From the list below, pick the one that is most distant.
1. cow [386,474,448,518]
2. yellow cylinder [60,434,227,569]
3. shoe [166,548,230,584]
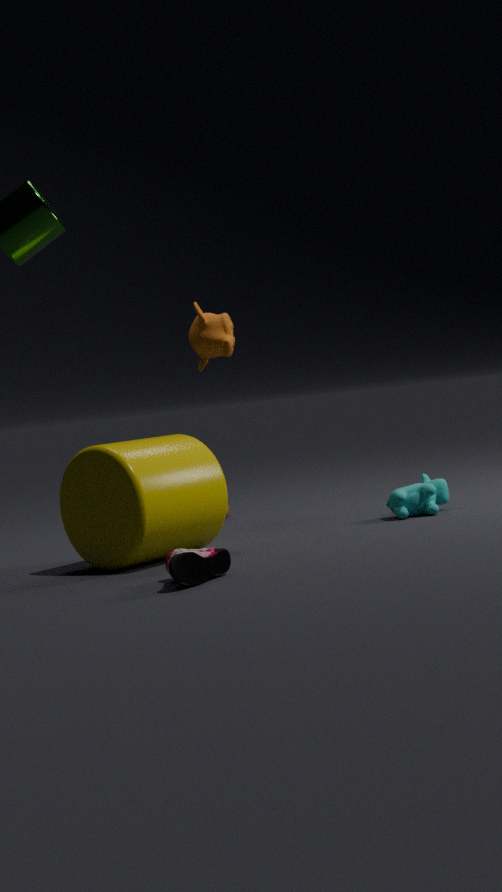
cow [386,474,448,518]
